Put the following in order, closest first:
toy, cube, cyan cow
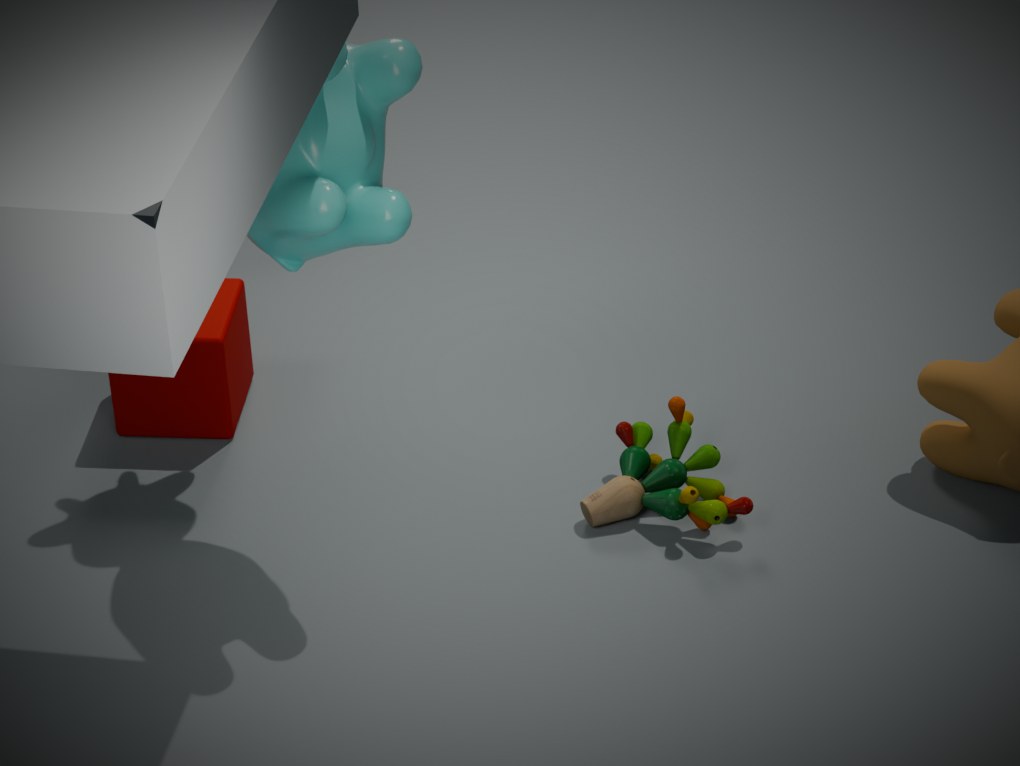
cyan cow, toy, cube
